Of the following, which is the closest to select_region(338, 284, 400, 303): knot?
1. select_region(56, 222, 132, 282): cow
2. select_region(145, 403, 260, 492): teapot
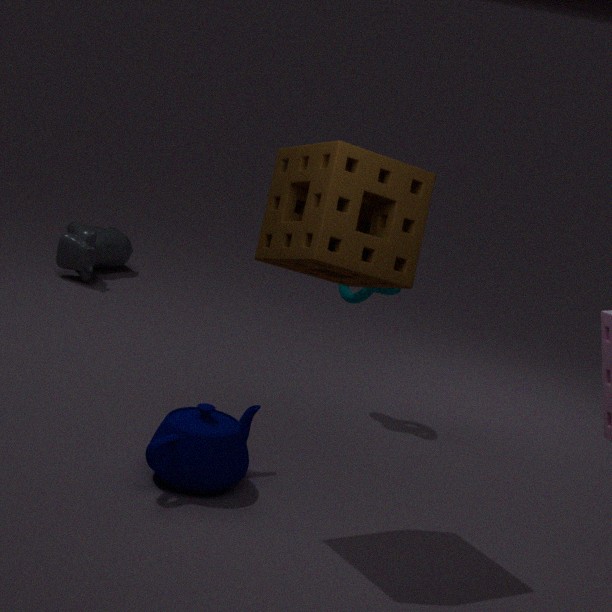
select_region(145, 403, 260, 492): teapot
